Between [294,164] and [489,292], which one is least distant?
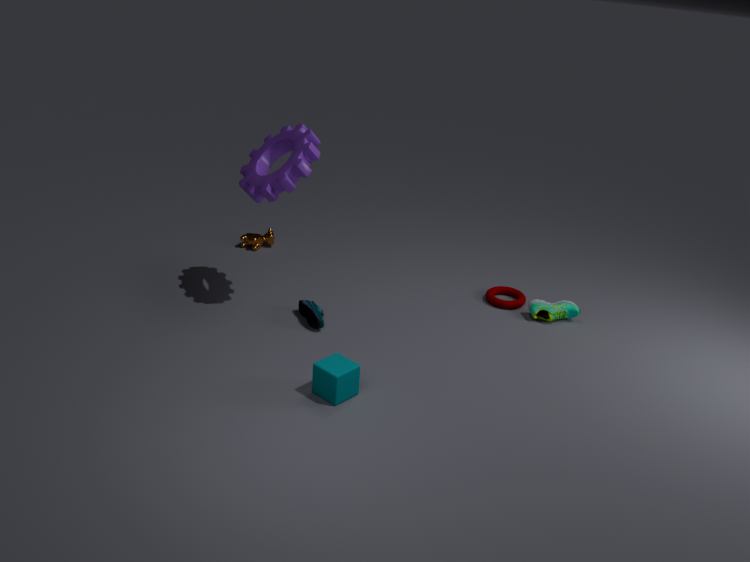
[294,164]
